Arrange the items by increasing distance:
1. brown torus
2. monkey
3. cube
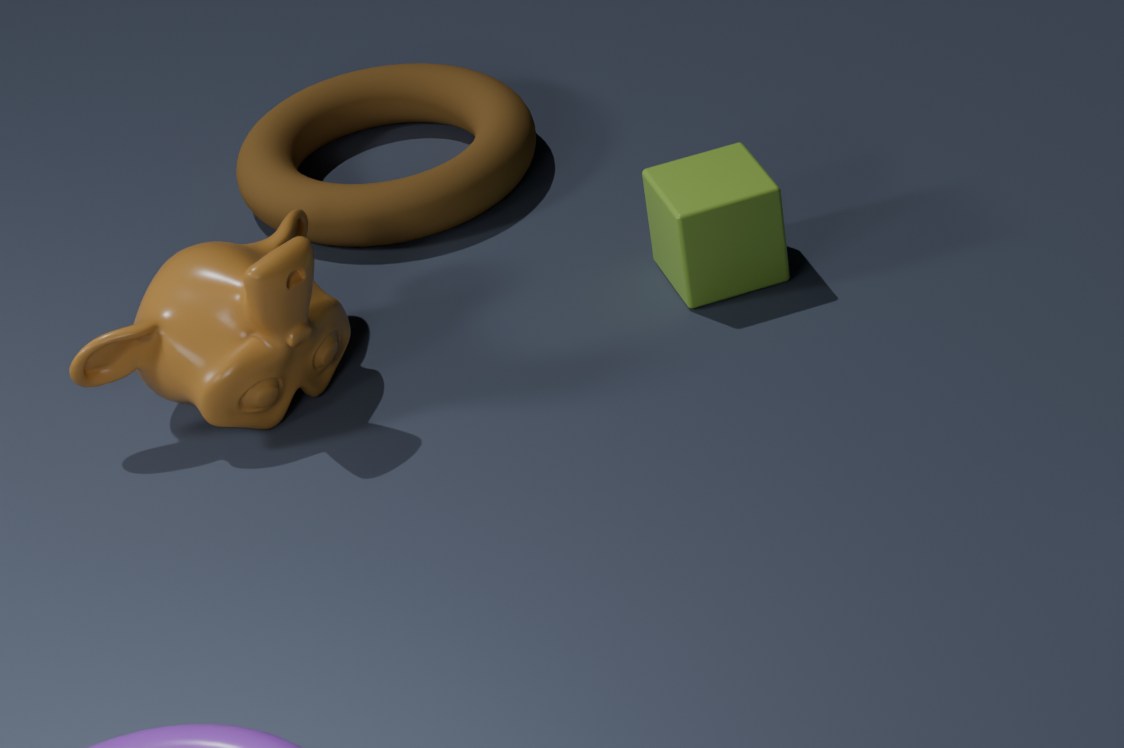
1. monkey
2. cube
3. brown torus
